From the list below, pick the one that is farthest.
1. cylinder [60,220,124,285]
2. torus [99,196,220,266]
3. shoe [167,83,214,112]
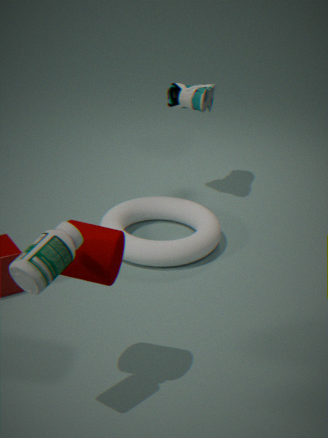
shoe [167,83,214,112]
